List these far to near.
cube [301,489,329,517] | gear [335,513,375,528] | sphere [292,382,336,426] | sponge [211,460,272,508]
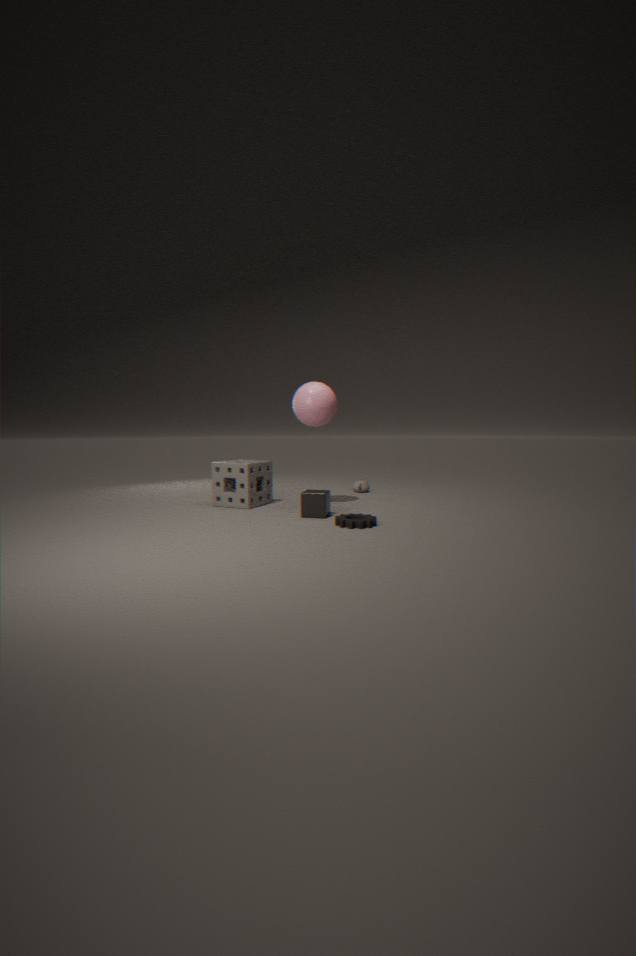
sponge [211,460,272,508]
sphere [292,382,336,426]
cube [301,489,329,517]
gear [335,513,375,528]
